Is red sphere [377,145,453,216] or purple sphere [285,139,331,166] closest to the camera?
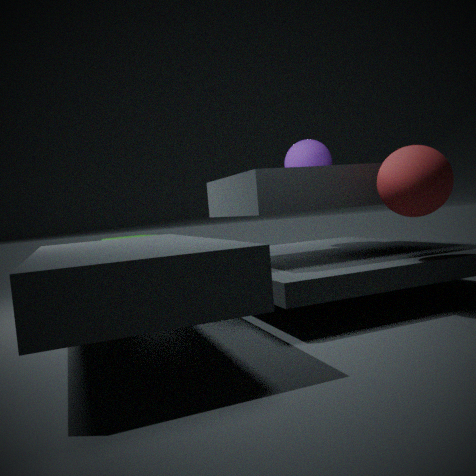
red sphere [377,145,453,216]
